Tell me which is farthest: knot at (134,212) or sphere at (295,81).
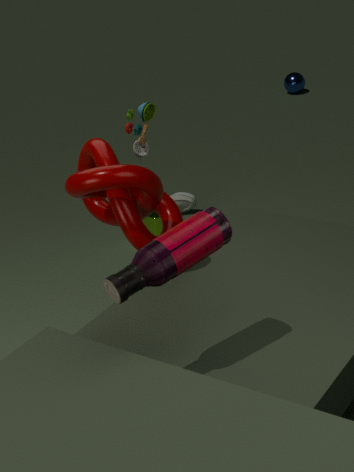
sphere at (295,81)
